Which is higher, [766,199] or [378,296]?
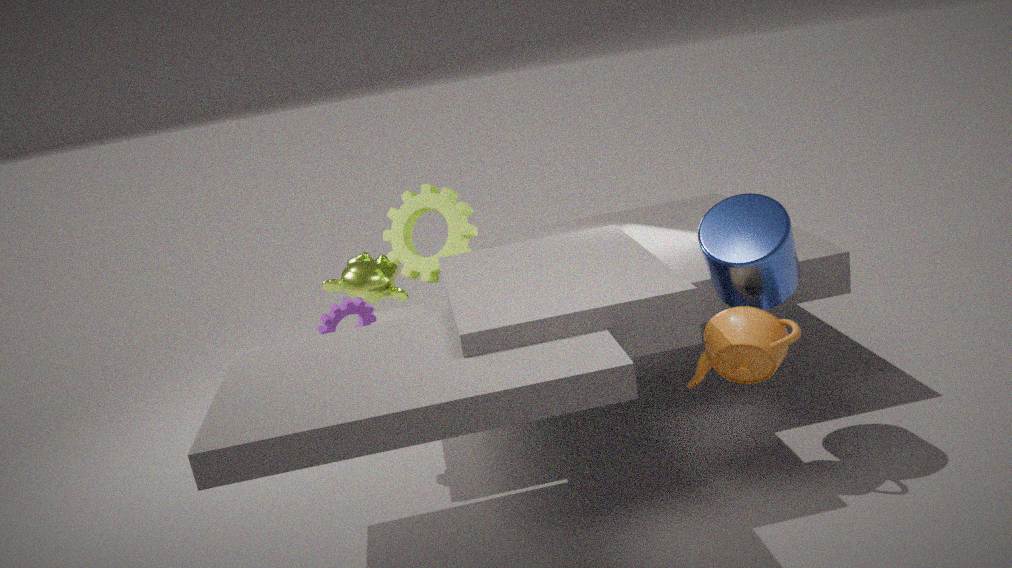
[766,199]
